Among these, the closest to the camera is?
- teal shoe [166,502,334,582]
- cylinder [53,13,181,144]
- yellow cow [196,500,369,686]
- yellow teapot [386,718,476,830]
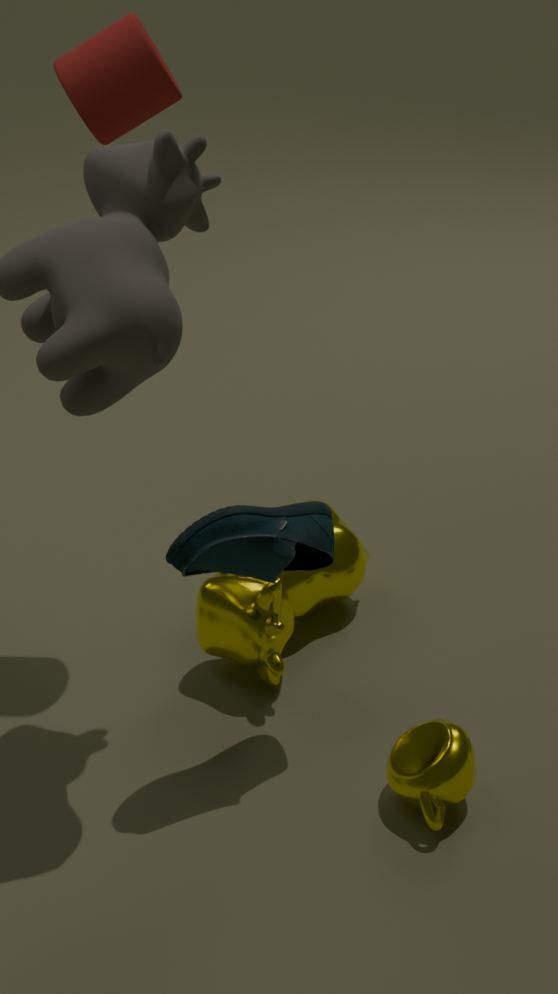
teal shoe [166,502,334,582]
